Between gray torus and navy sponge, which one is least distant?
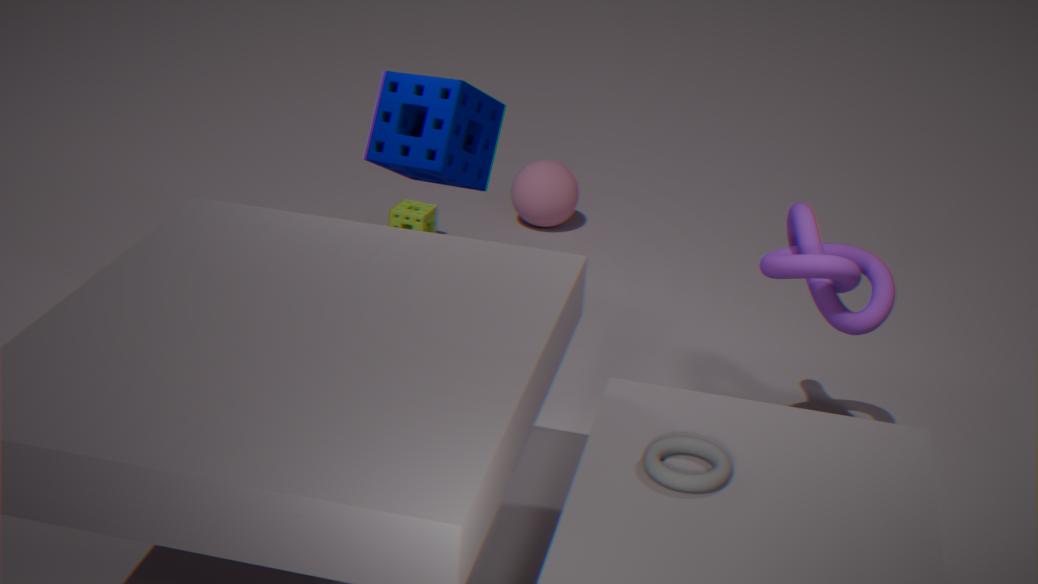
gray torus
